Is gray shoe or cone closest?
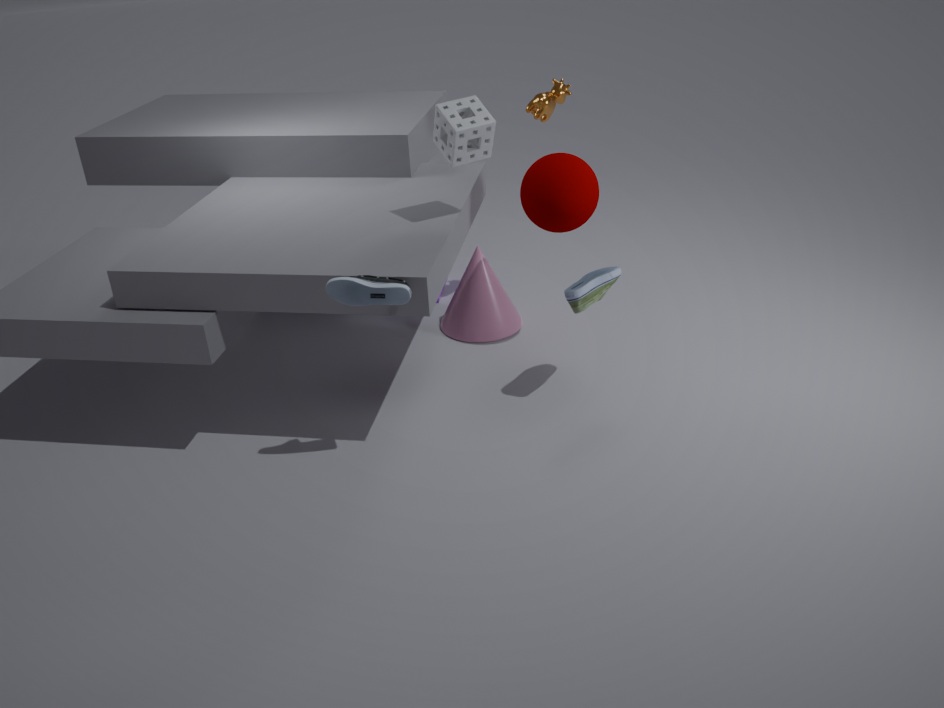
gray shoe
